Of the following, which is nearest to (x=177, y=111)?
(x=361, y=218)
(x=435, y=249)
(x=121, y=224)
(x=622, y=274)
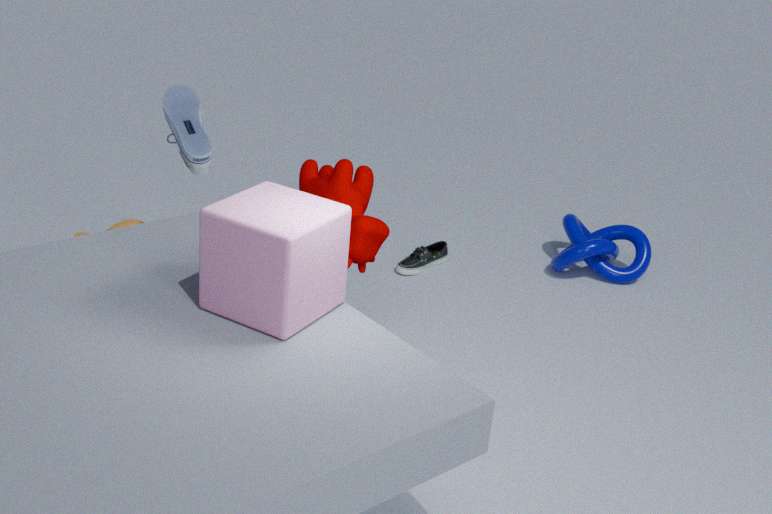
(x=361, y=218)
